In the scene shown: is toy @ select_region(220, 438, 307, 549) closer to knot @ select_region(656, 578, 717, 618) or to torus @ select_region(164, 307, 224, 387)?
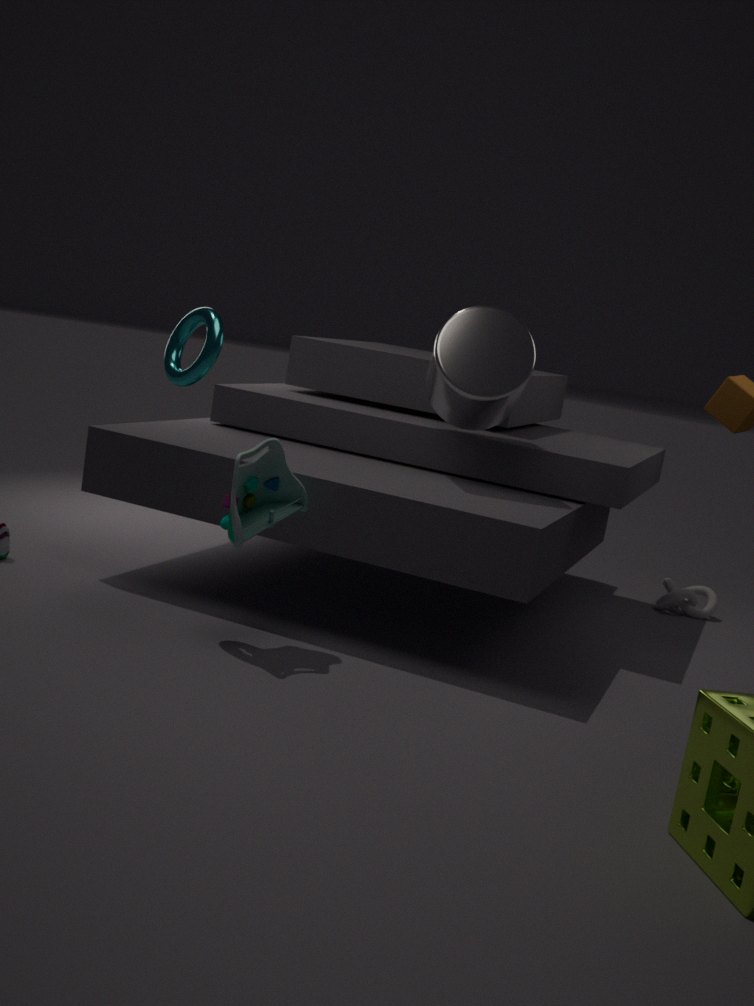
torus @ select_region(164, 307, 224, 387)
